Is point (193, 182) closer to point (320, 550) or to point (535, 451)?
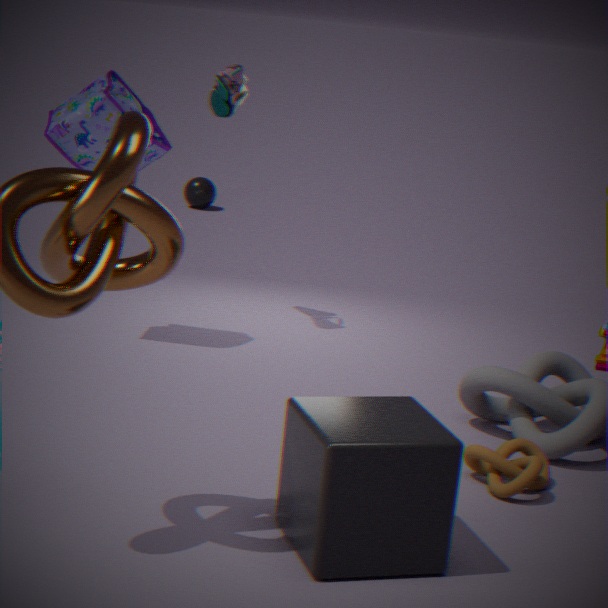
point (535, 451)
